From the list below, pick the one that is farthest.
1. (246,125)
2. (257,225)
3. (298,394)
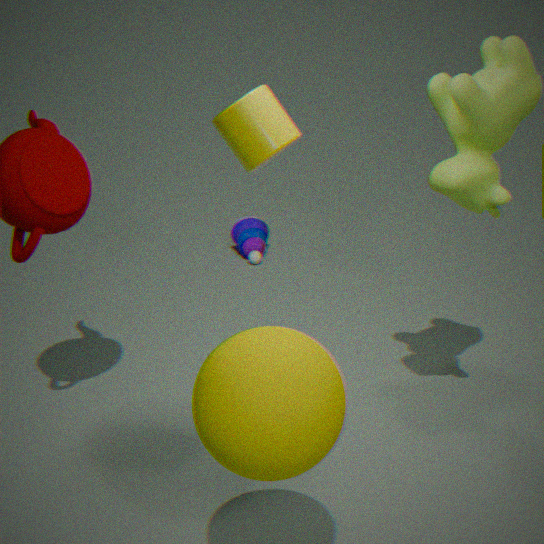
(257,225)
